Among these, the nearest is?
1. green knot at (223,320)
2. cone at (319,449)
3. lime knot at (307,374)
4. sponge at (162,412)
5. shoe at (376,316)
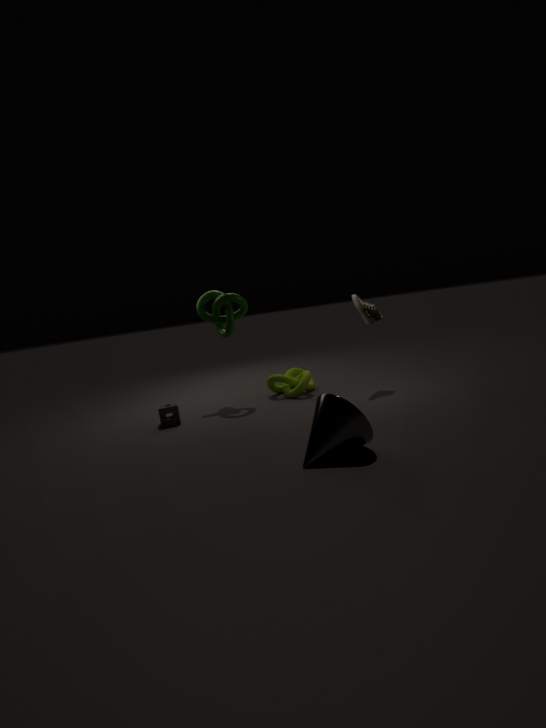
cone at (319,449)
